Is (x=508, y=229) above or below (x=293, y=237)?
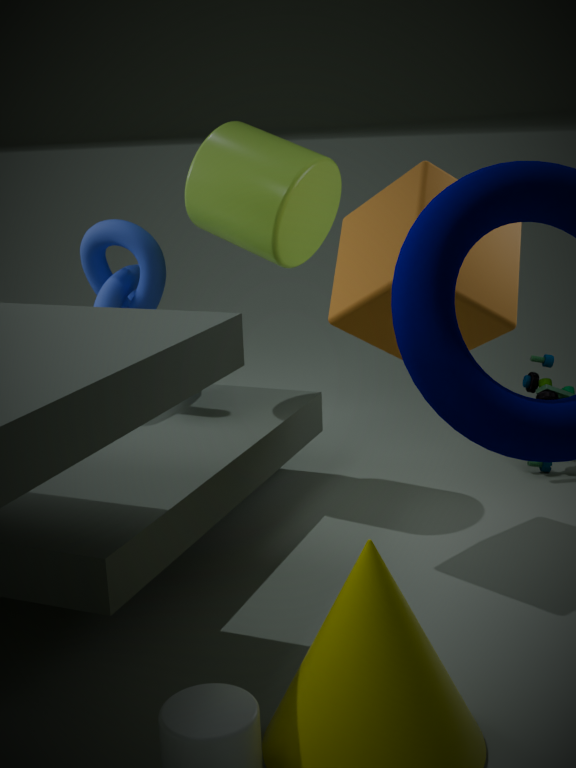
below
